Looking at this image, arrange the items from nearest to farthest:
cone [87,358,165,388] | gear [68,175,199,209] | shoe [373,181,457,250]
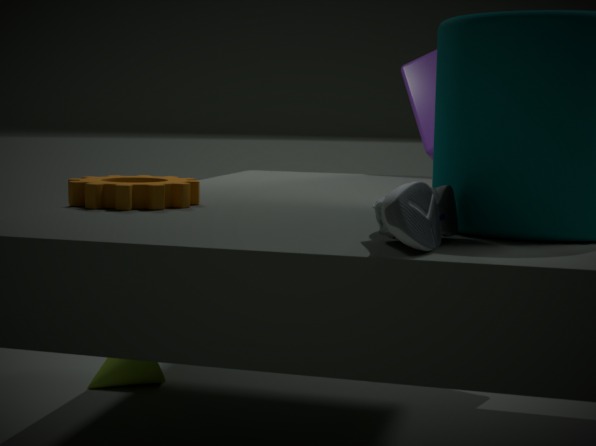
shoe [373,181,457,250] < gear [68,175,199,209] < cone [87,358,165,388]
